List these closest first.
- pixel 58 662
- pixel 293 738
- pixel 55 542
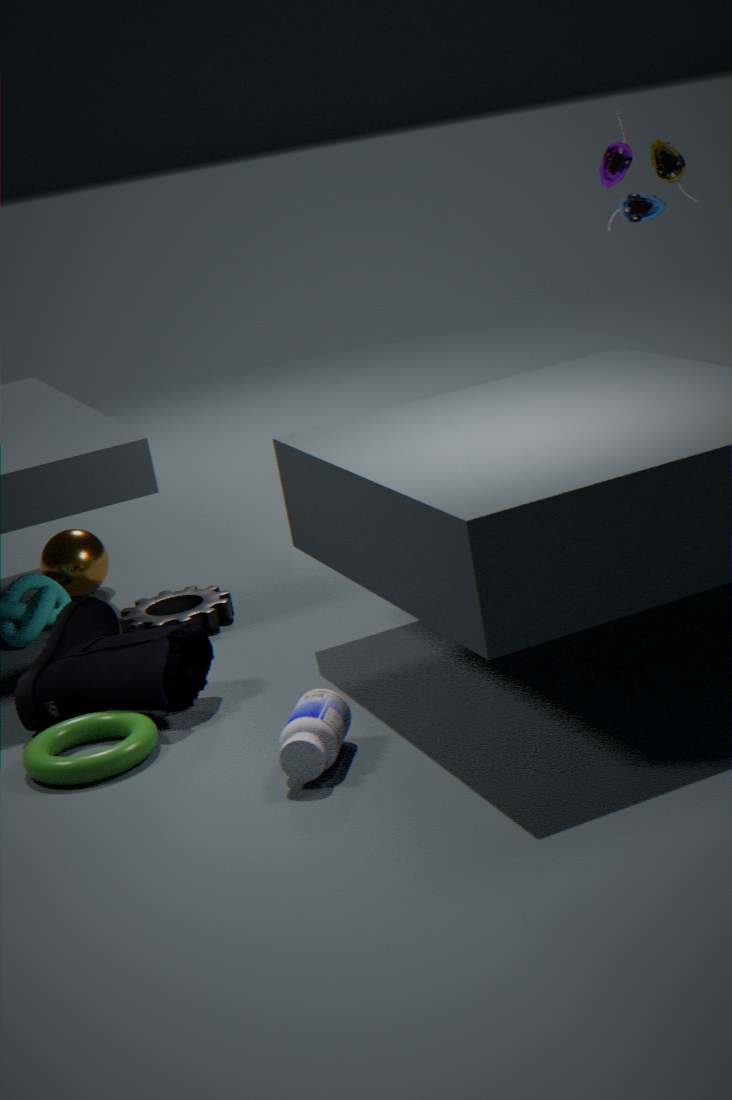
pixel 293 738
pixel 58 662
pixel 55 542
